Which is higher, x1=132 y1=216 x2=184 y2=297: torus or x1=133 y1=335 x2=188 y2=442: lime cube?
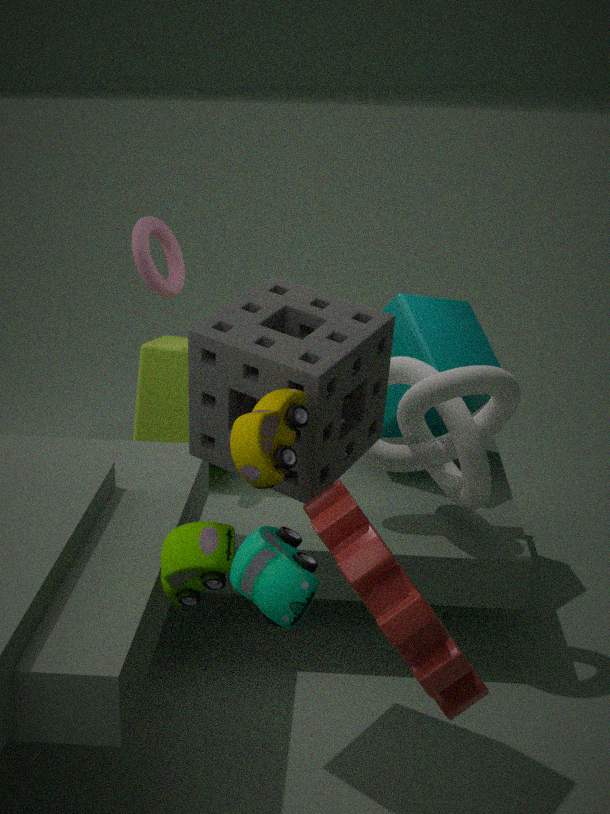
x1=132 y1=216 x2=184 y2=297: torus
